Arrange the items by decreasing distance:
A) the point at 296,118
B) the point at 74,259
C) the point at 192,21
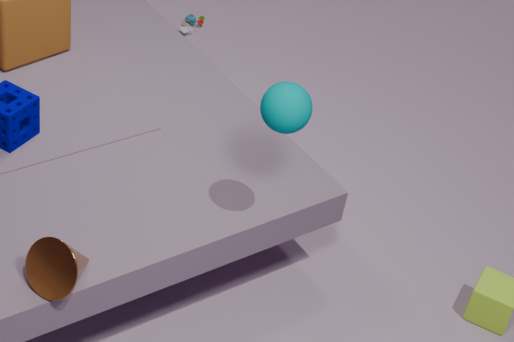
1. the point at 192,21
2. the point at 296,118
3. the point at 74,259
